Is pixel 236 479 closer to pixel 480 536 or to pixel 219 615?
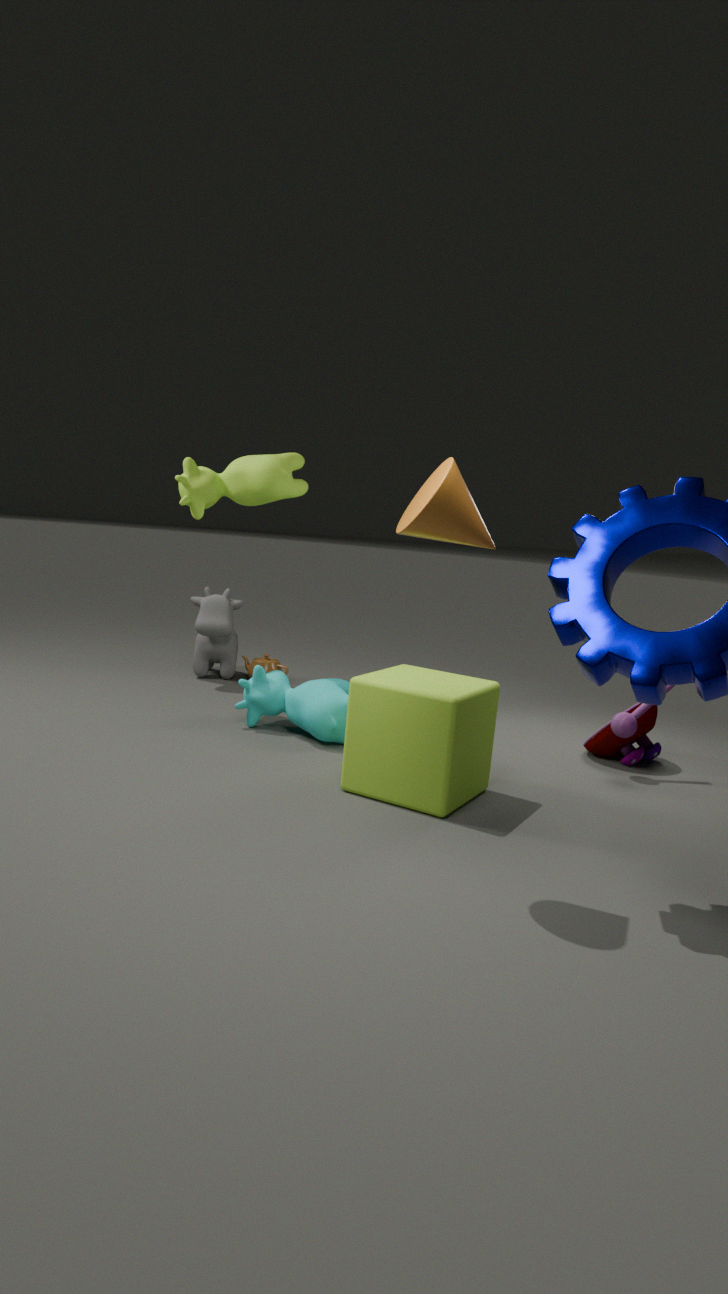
pixel 219 615
